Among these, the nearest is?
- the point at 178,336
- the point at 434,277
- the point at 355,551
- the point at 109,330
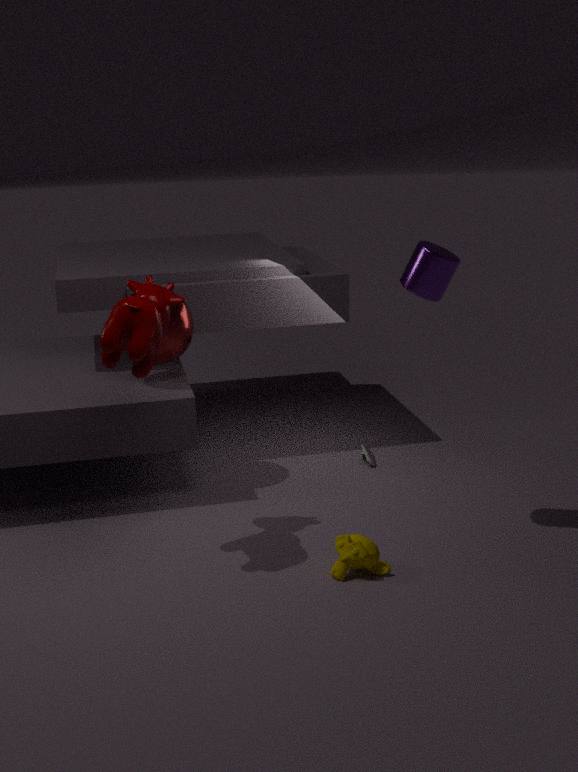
the point at 109,330
